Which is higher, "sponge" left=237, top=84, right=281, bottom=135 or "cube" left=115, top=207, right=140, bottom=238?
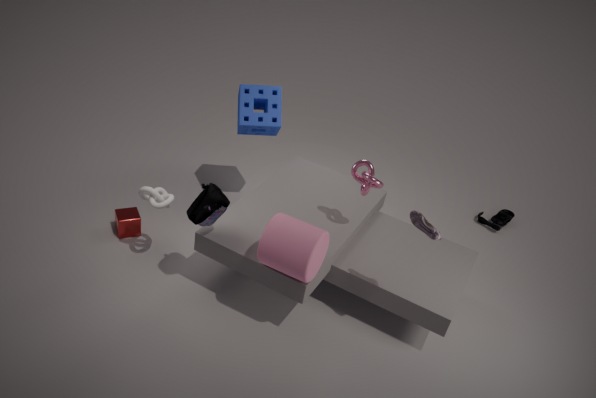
"sponge" left=237, top=84, right=281, bottom=135
